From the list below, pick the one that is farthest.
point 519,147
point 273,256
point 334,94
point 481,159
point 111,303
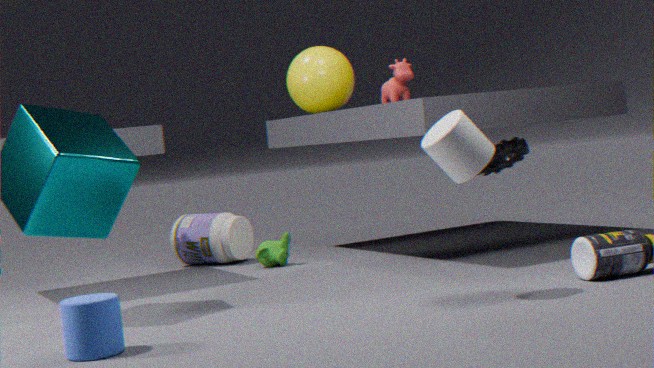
point 334,94
